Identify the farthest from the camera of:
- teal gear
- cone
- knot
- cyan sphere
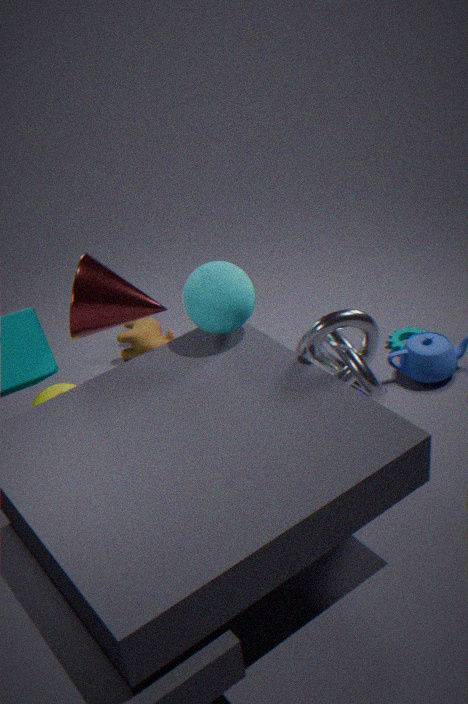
teal gear
